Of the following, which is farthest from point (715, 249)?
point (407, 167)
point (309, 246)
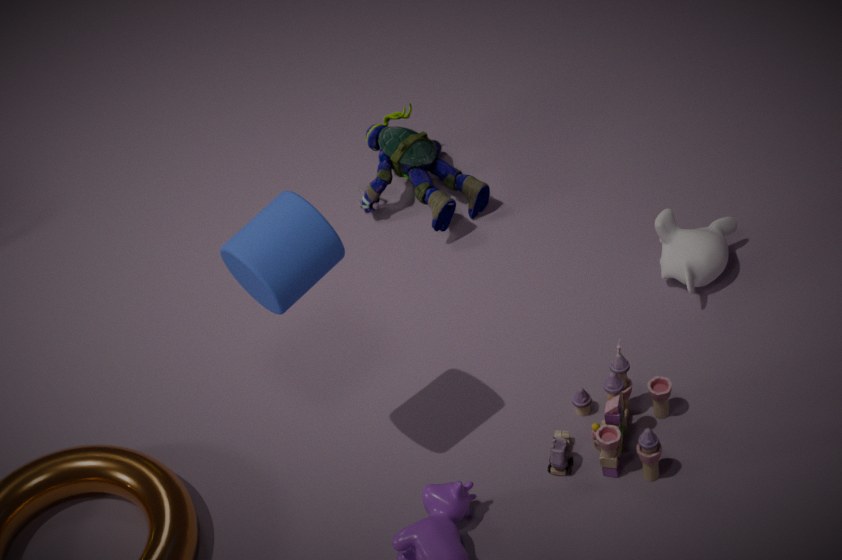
point (309, 246)
